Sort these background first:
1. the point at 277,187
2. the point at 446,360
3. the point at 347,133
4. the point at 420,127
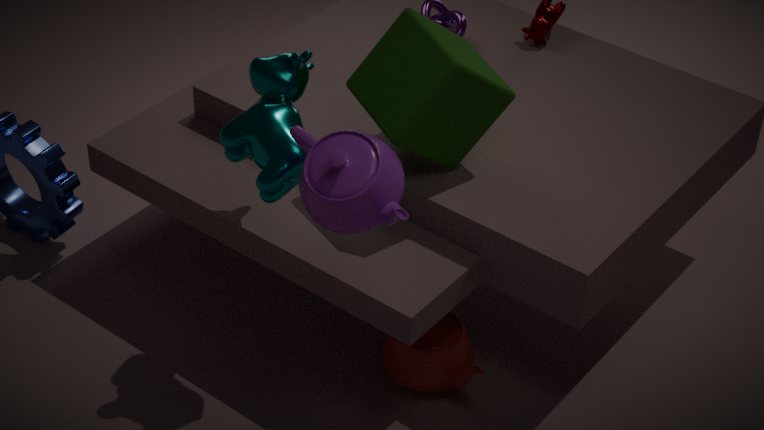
the point at 446,360 < the point at 420,127 < the point at 277,187 < the point at 347,133
